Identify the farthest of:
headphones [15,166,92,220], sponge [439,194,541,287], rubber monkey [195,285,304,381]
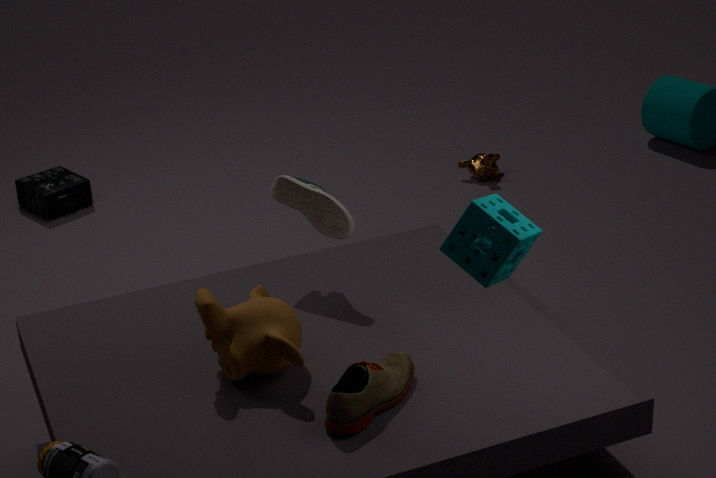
headphones [15,166,92,220]
